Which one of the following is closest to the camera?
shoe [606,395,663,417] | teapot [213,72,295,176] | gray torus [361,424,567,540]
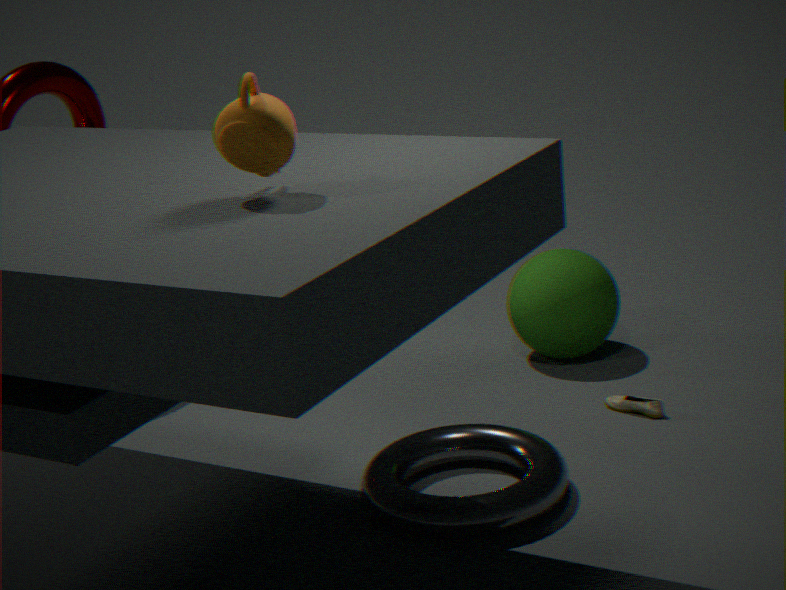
teapot [213,72,295,176]
